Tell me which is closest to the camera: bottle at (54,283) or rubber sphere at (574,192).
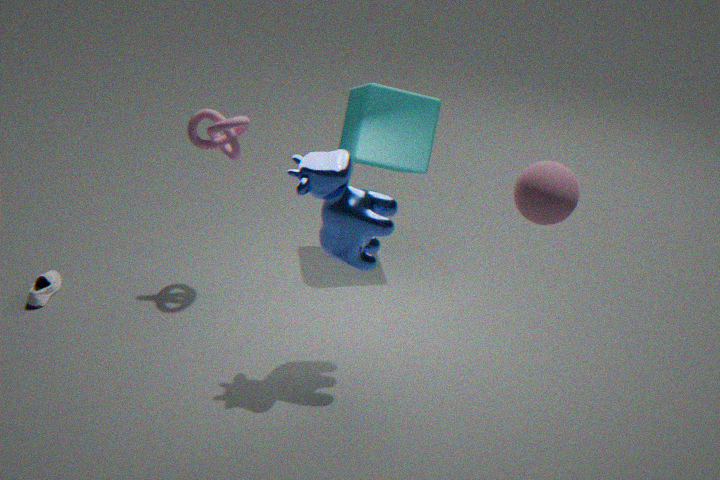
rubber sphere at (574,192)
